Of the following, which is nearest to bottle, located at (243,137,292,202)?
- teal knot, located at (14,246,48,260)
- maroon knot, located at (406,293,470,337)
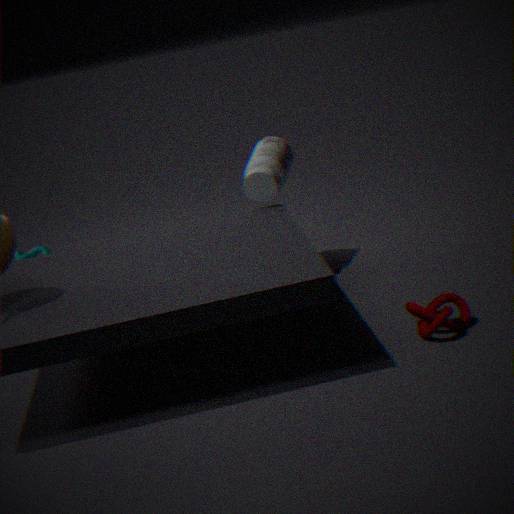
maroon knot, located at (406,293,470,337)
